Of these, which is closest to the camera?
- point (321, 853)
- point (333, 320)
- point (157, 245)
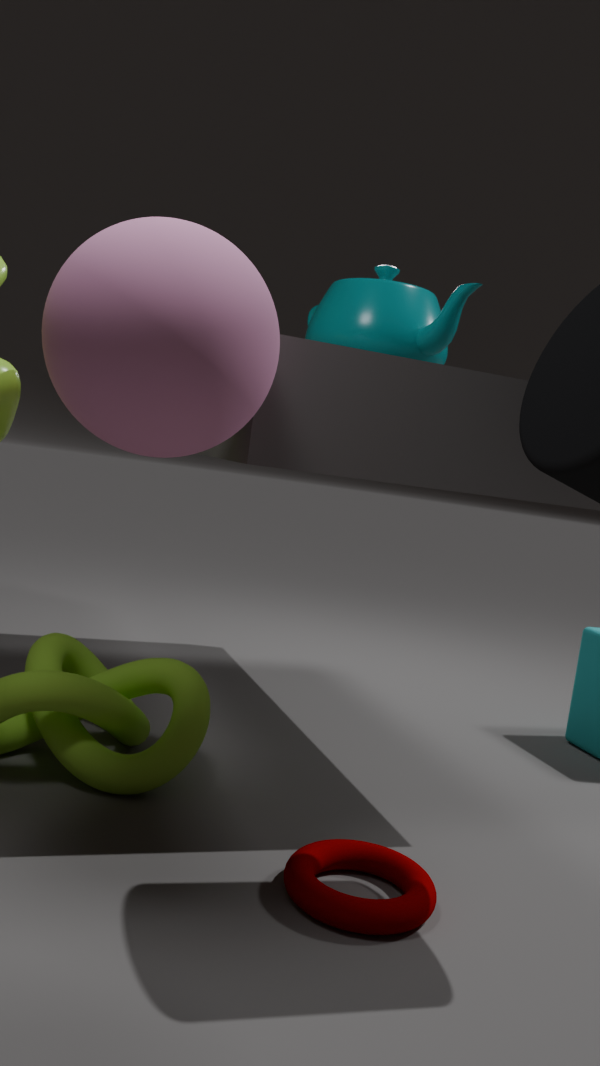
point (157, 245)
